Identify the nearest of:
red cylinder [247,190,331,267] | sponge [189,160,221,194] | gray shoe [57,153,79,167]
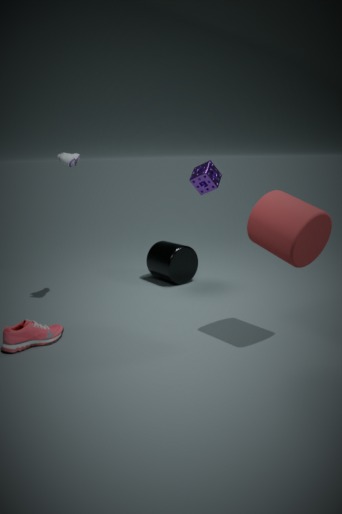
red cylinder [247,190,331,267]
